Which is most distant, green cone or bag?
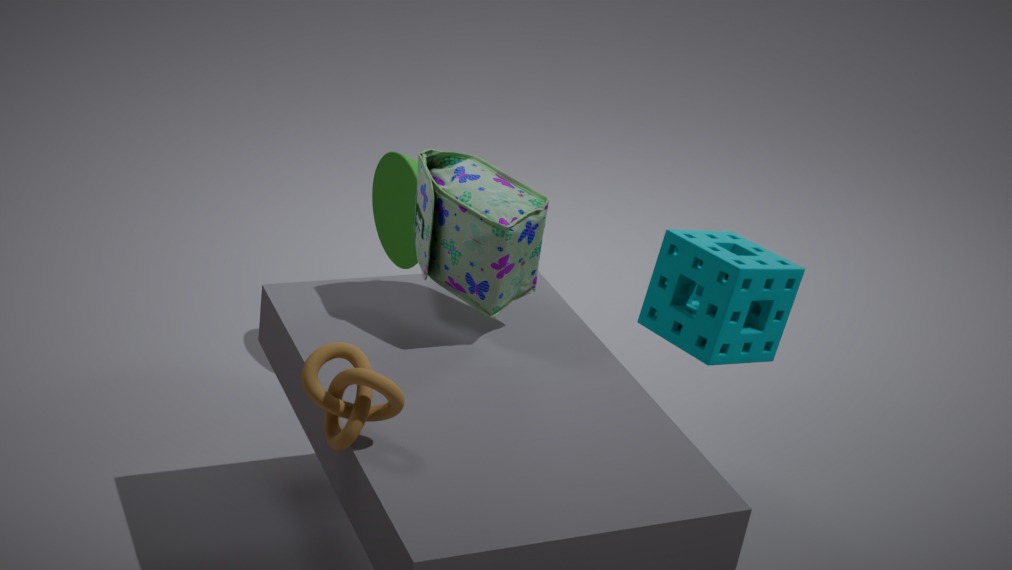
green cone
